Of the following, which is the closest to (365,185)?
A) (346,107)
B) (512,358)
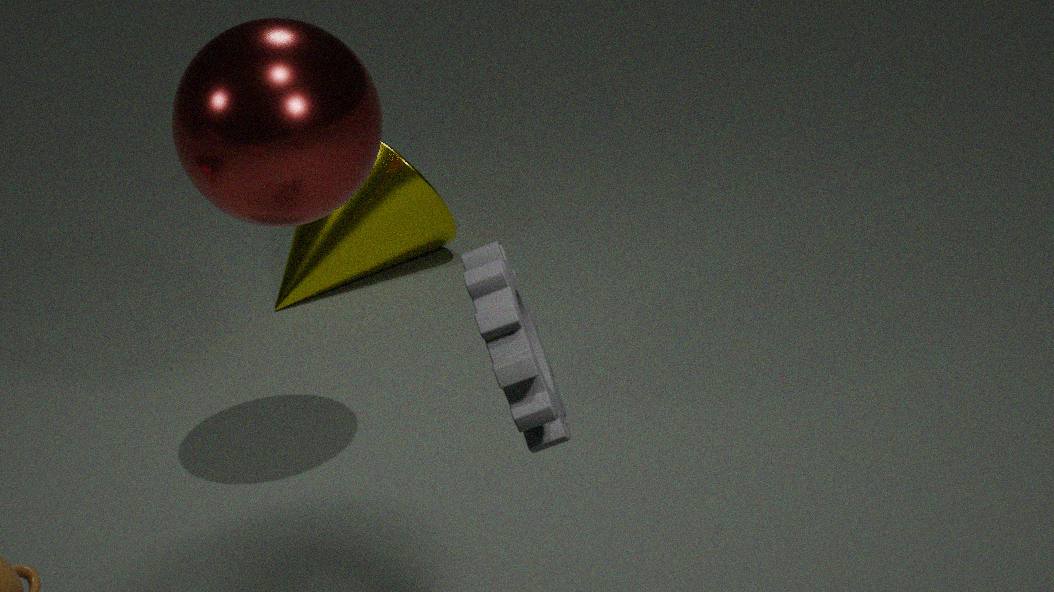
(346,107)
